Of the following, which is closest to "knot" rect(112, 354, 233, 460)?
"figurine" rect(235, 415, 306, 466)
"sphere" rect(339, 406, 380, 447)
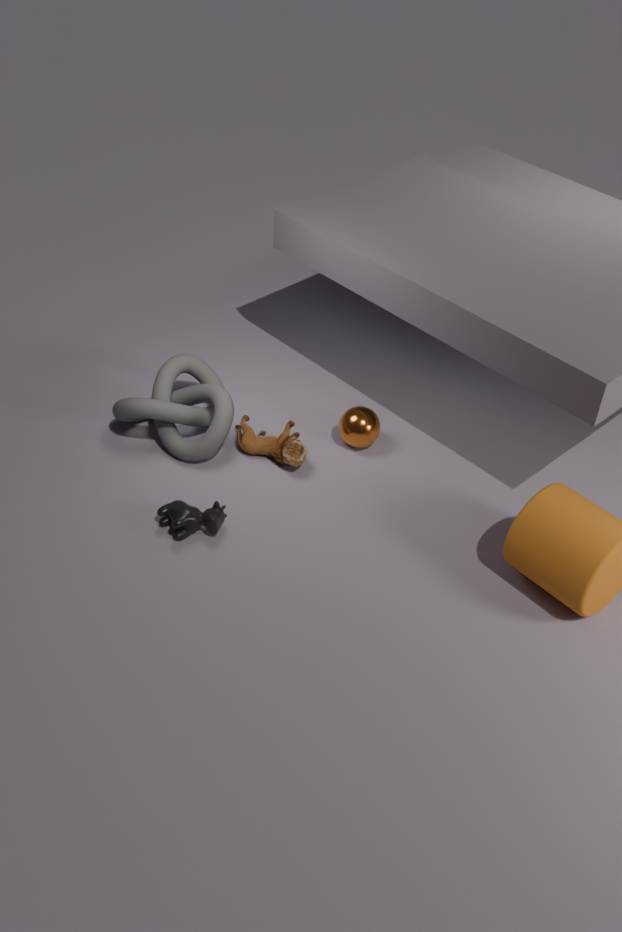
"figurine" rect(235, 415, 306, 466)
